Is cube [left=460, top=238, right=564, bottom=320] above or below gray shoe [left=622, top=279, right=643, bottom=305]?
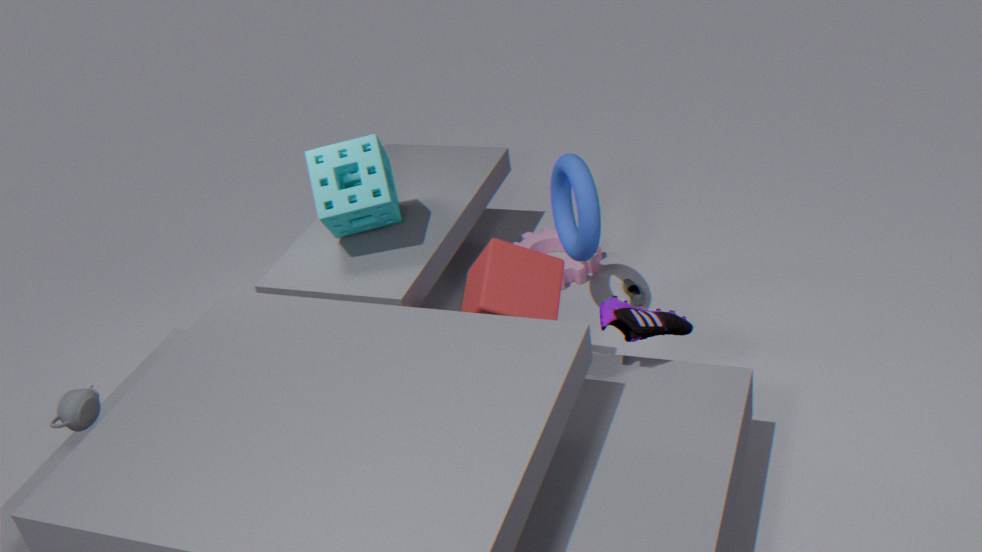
above
